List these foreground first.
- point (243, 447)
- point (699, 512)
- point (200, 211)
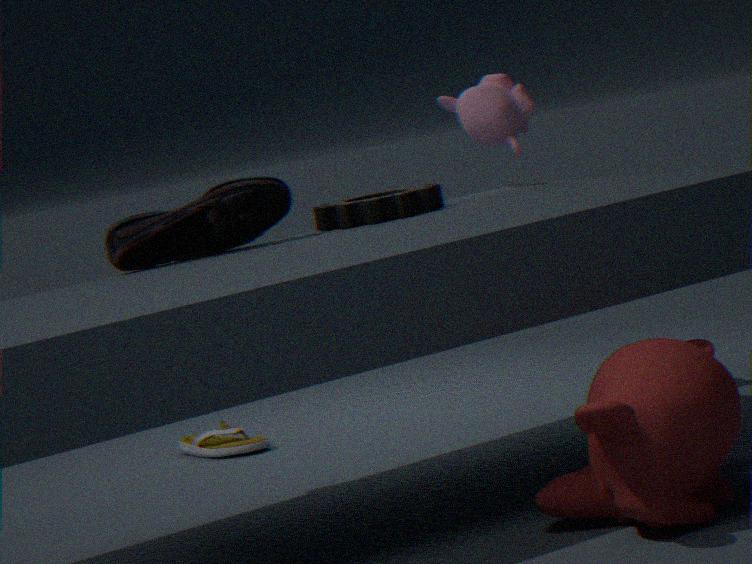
point (699, 512), point (200, 211), point (243, 447)
